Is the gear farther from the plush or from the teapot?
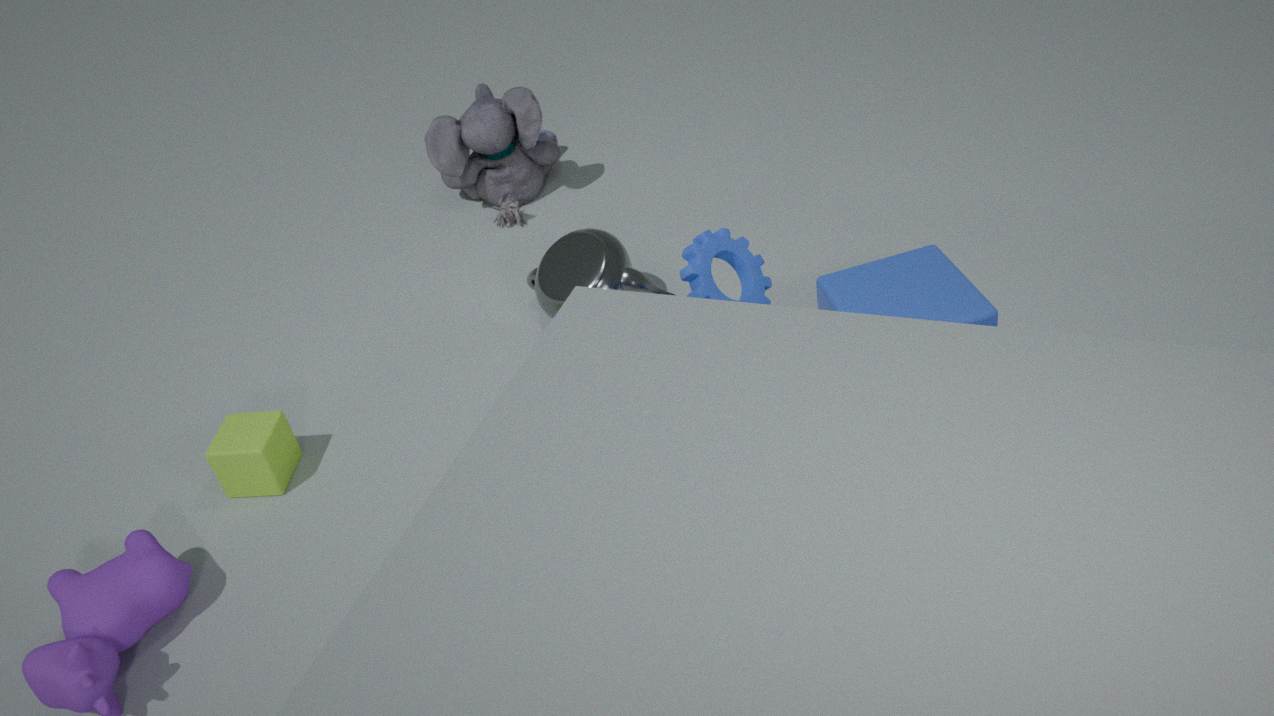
the plush
